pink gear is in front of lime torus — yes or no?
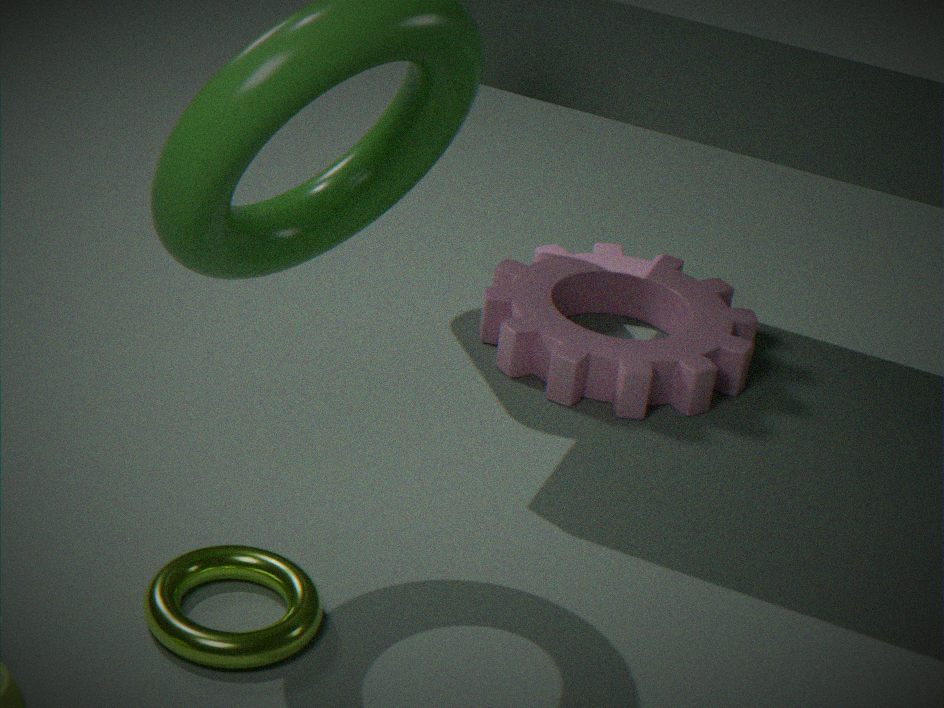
No
